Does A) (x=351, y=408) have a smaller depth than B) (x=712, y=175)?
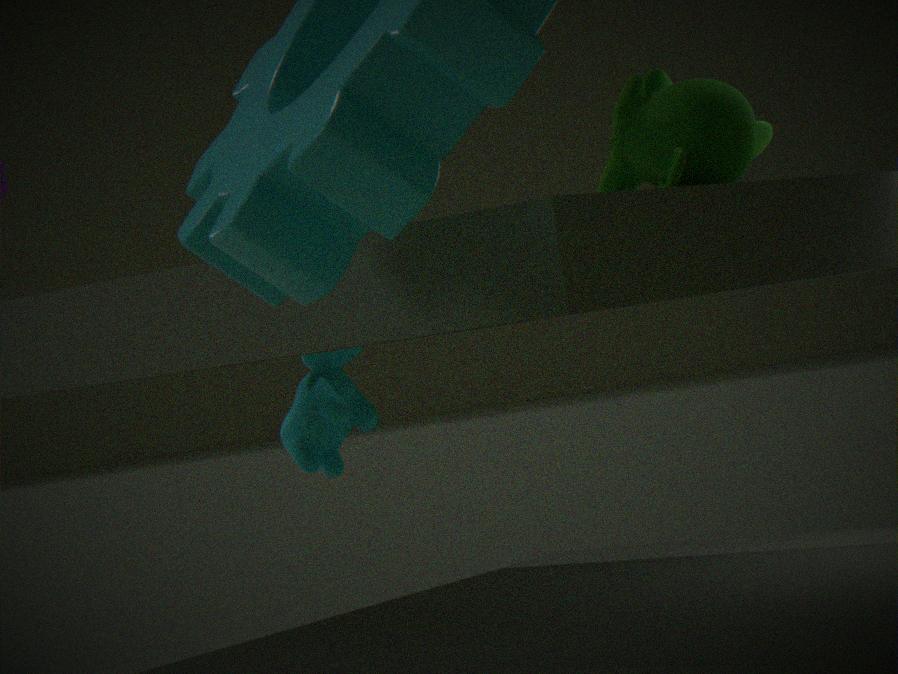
No
